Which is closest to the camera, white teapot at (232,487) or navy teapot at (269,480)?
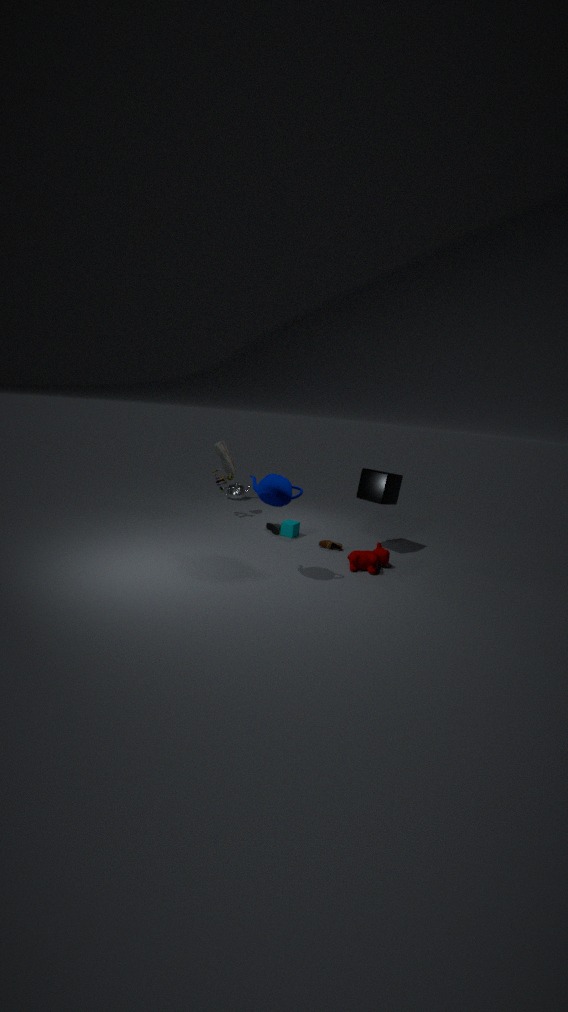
navy teapot at (269,480)
